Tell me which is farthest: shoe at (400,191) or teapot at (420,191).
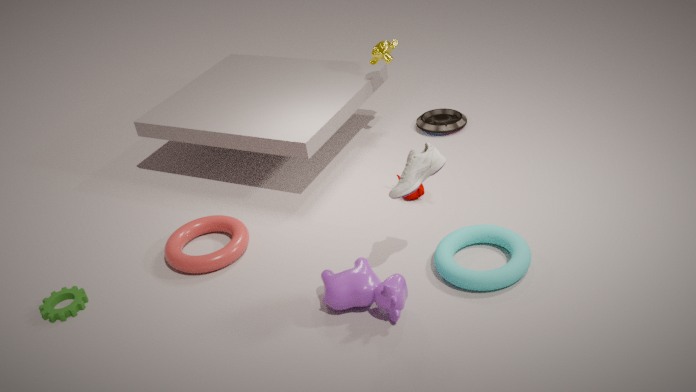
teapot at (420,191)
